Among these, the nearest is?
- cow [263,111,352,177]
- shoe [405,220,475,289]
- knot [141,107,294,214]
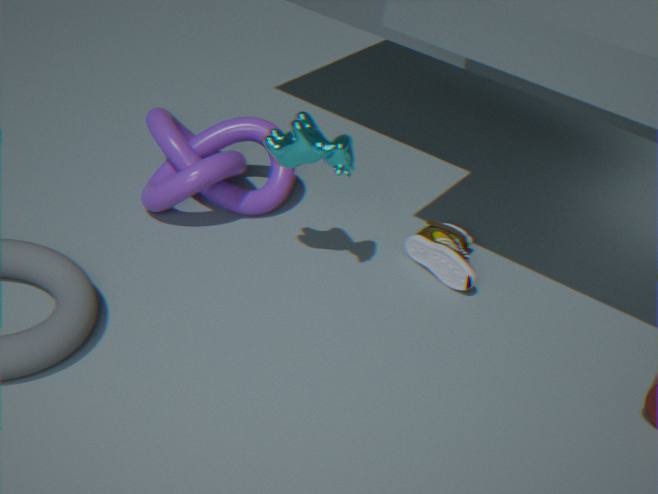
cow [263,111,352,177]
